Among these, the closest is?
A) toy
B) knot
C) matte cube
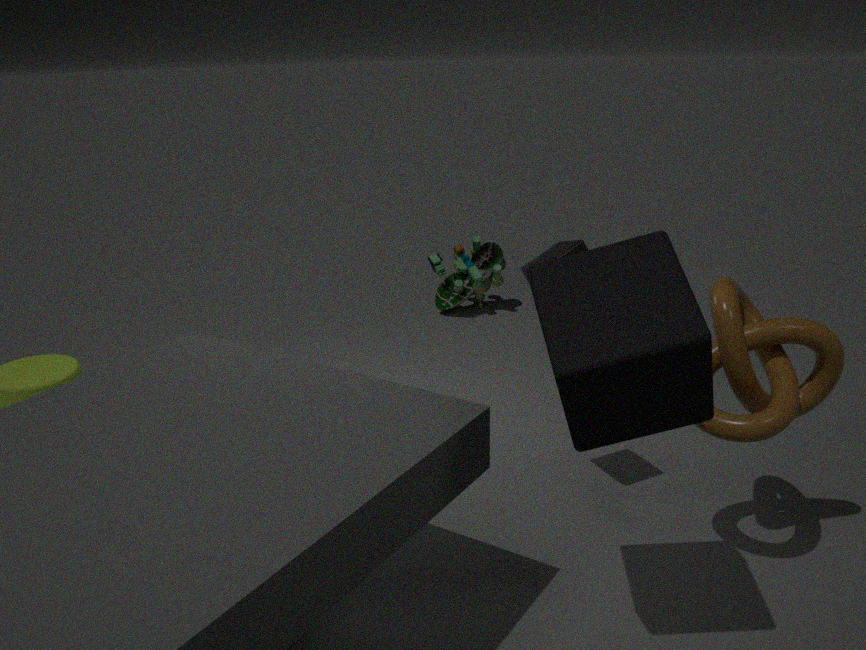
matte cube
